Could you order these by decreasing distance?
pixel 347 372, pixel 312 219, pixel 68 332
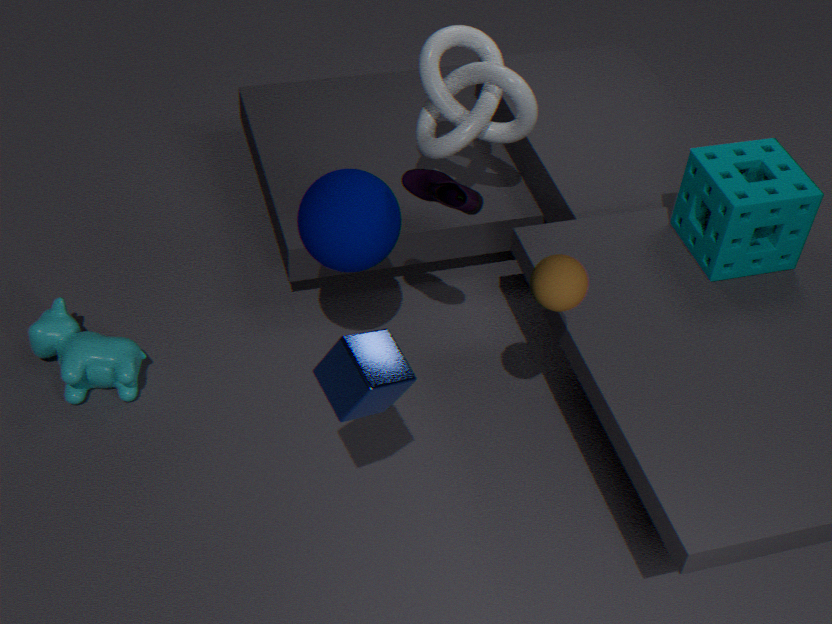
pixel 68 332 → pixel 312 219 → pixel 347 372
